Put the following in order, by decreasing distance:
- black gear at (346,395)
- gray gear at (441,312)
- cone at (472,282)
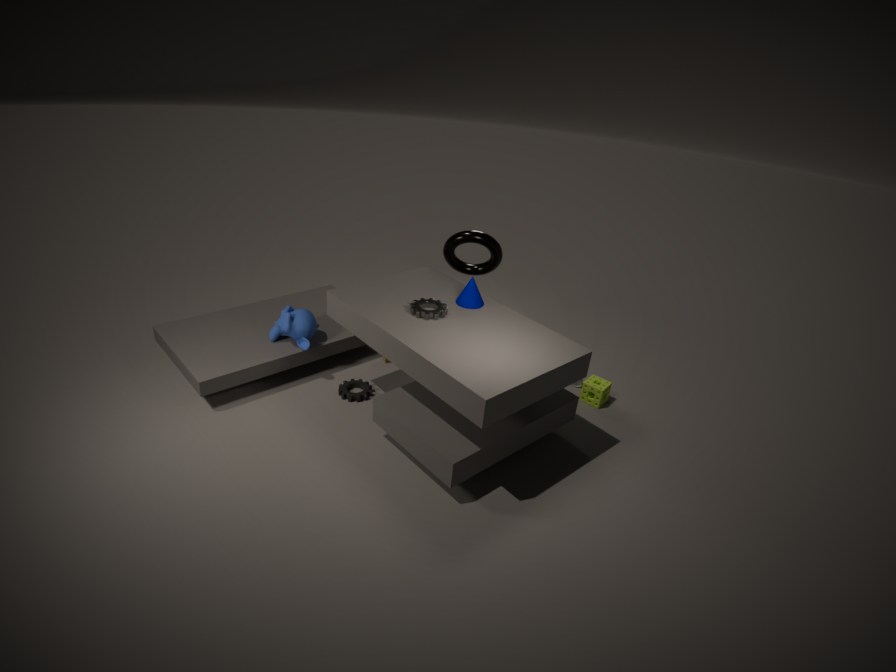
black gear at (346,395) < cone at (472,282) < gray gear at (441,312)
